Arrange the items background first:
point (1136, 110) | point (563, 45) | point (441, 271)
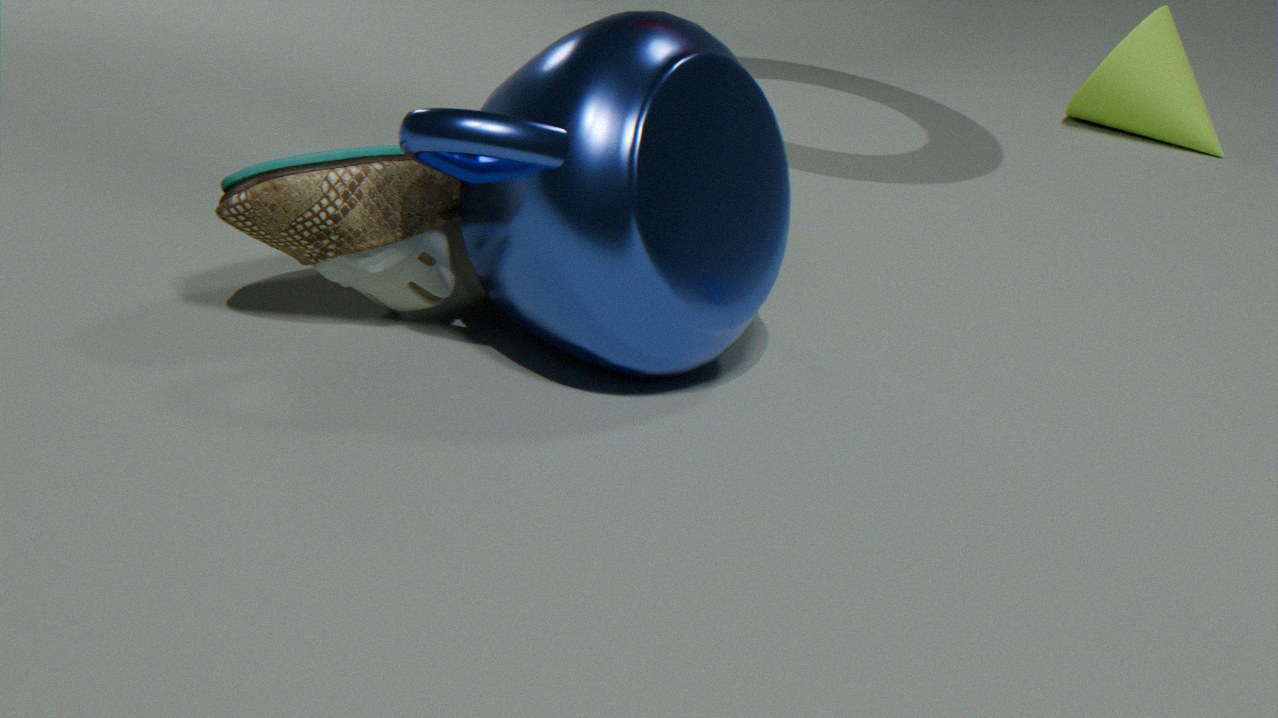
point (1136, 110) < point (441, 271) < point (563, 45)
